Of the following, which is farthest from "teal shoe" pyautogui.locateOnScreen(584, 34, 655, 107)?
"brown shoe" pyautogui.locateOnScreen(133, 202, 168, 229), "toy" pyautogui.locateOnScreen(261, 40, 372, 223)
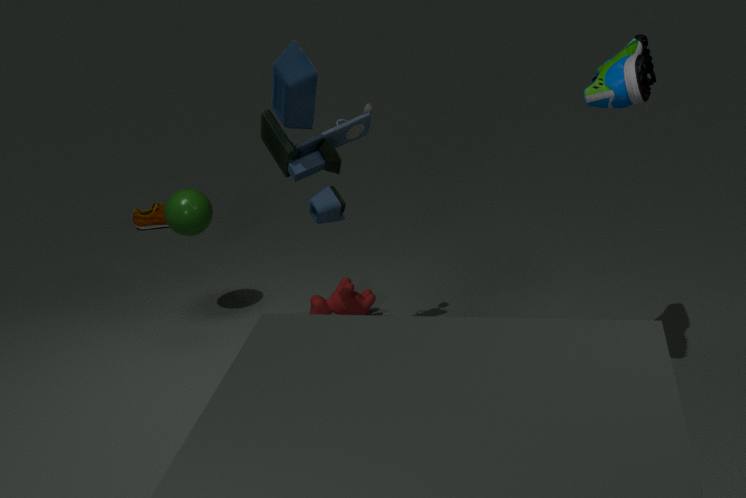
"brown shoe" pyautogui.locateOnScreen(133, 202, 168, 229)
